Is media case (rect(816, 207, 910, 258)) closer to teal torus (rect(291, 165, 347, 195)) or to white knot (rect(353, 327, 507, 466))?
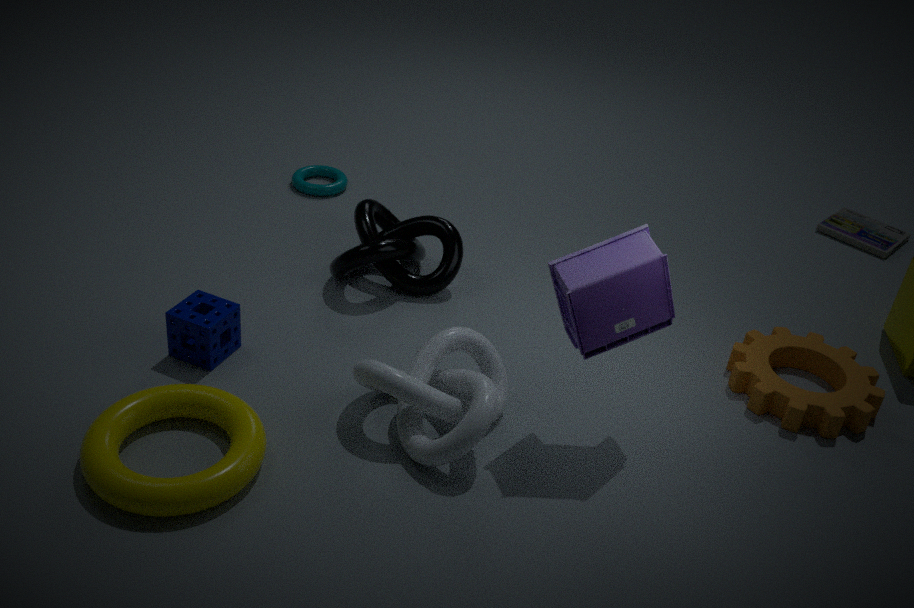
white knot (rect(353, 327, 507, 466))
